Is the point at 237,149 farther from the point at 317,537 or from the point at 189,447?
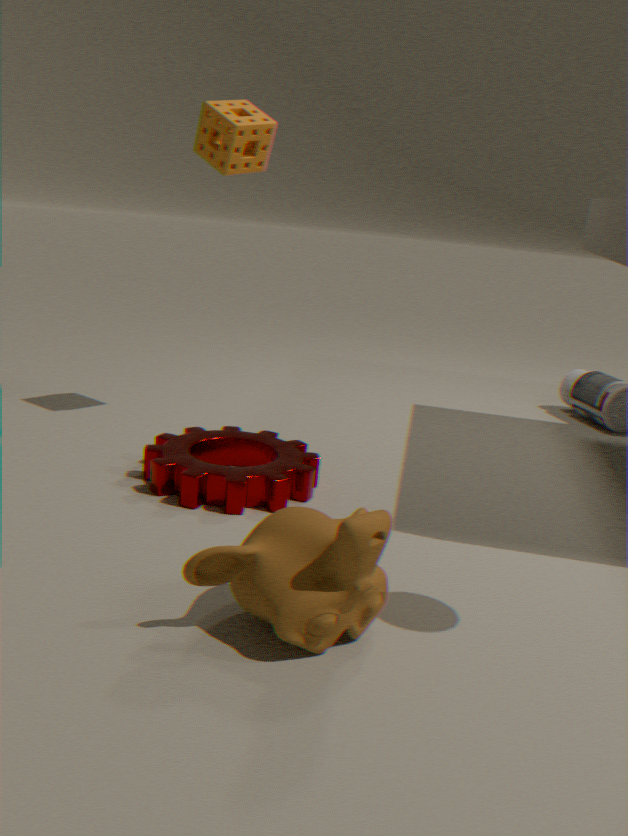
the point at 317,537
